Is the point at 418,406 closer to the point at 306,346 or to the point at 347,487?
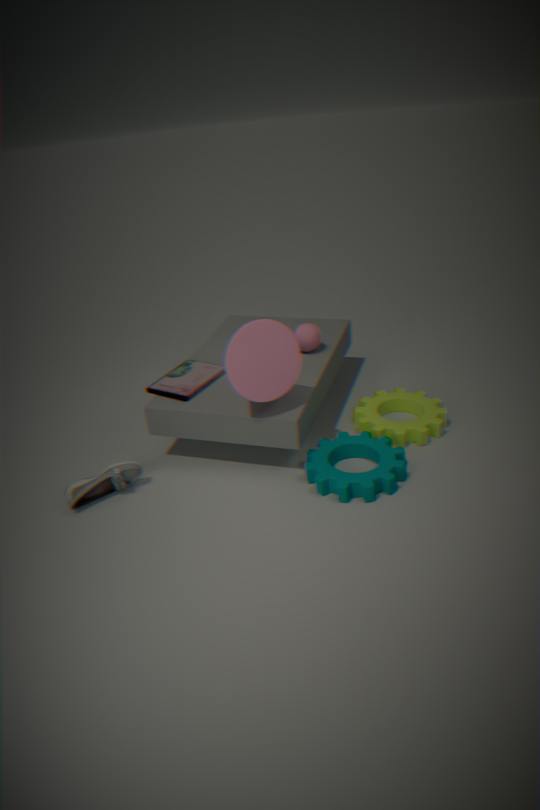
the point at 347,487
